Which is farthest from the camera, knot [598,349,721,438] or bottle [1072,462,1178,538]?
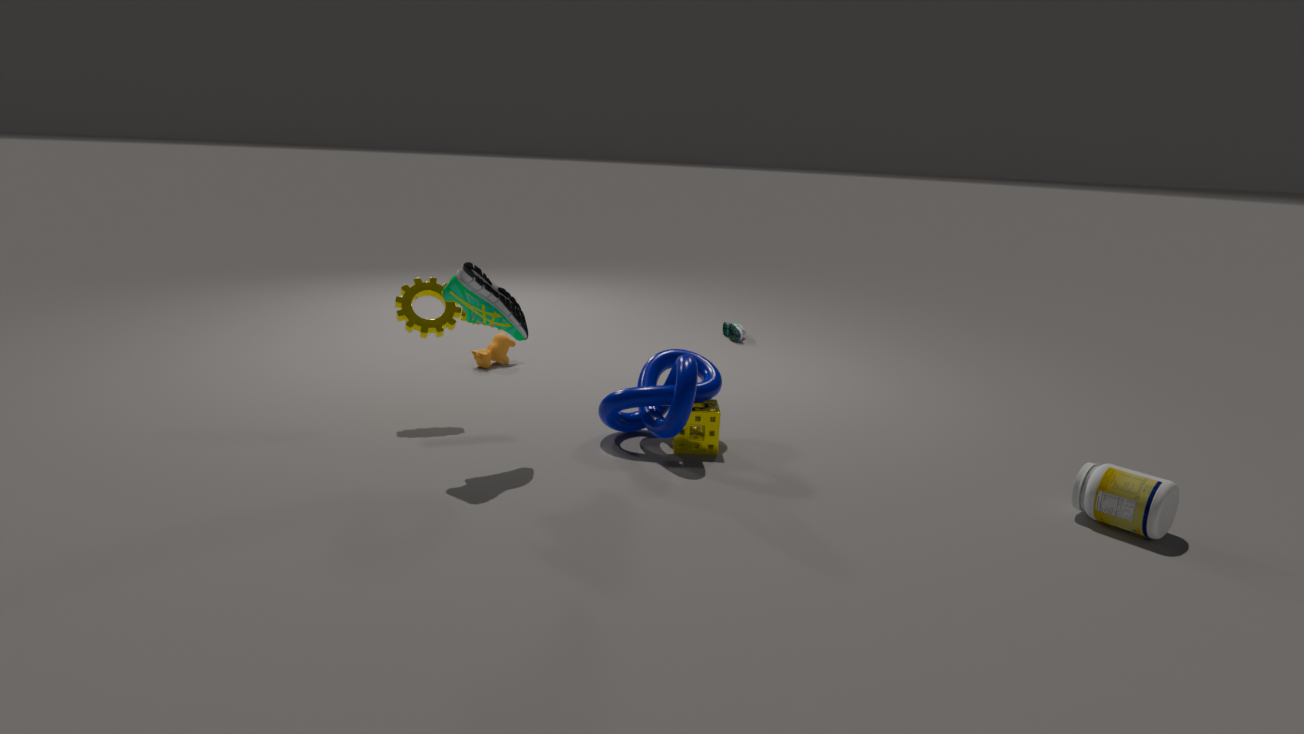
knot [598,349,721,438]
